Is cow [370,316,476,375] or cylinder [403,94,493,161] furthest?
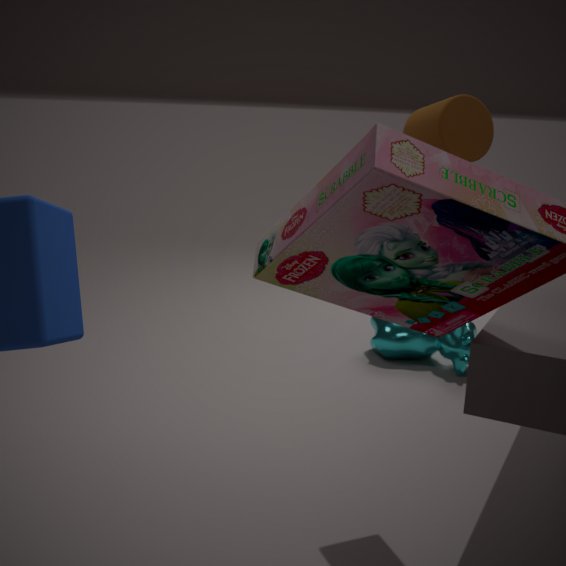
cow [370,316,476,375]
